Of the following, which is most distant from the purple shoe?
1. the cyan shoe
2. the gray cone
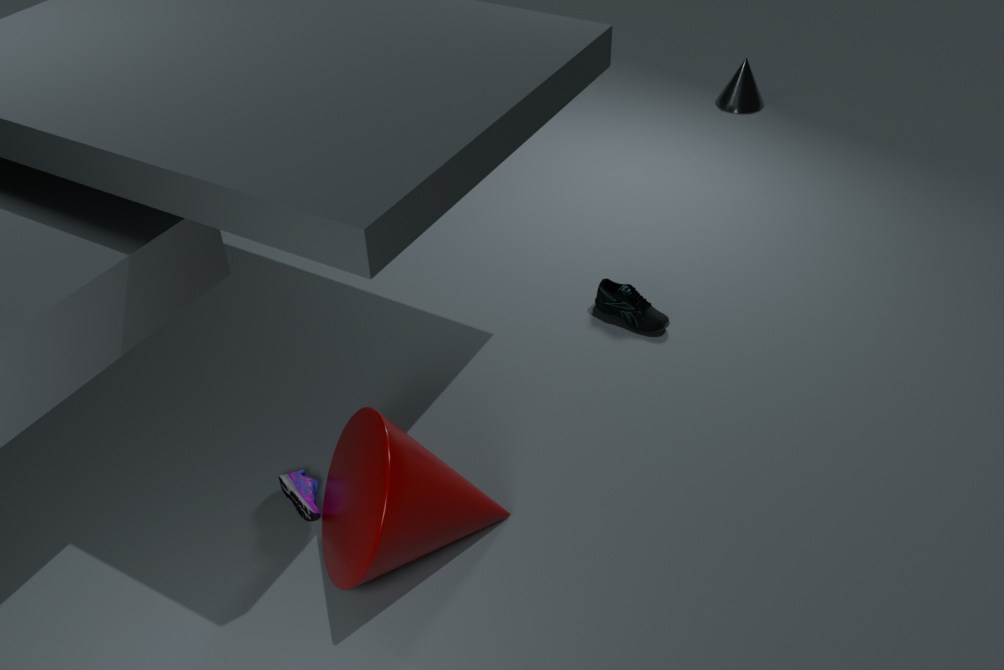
the gray cone
